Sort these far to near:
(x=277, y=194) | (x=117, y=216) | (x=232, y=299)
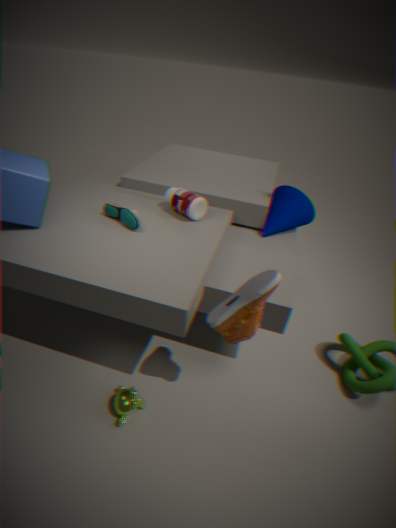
(x=277, y=194)
(x=117, y=216)
(x=232, y=299)
